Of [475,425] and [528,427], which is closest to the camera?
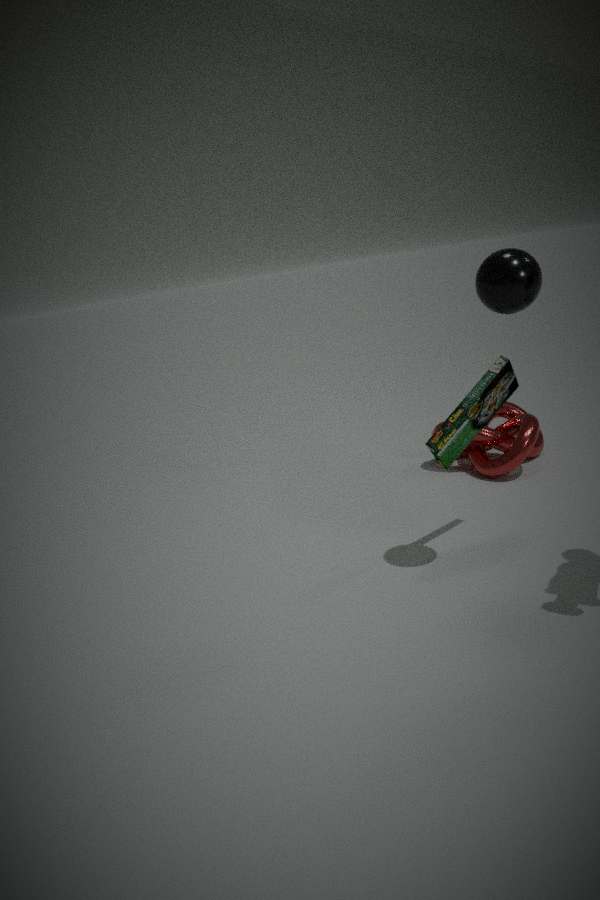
[475,425]
